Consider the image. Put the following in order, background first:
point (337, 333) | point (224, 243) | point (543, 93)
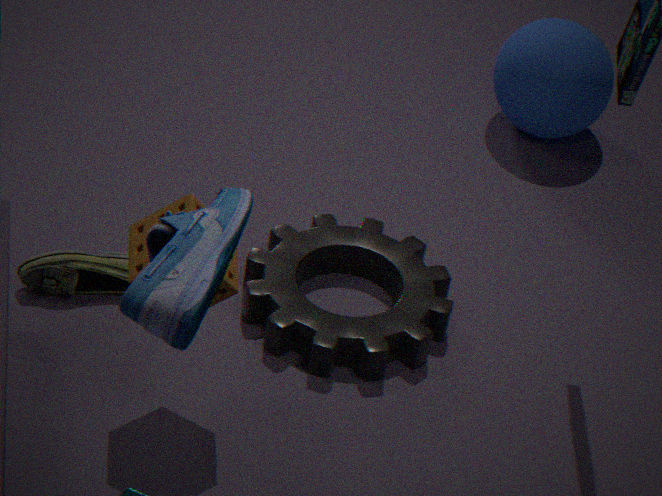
point (543, 93) → point (337, 333) → point (224, 243)
